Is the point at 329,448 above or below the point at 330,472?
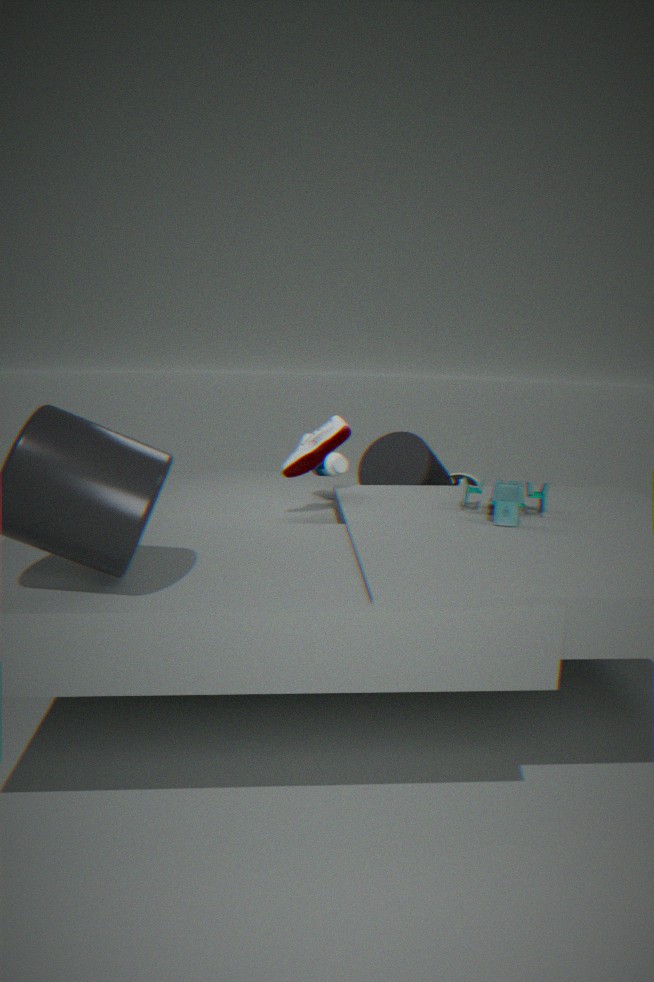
above
